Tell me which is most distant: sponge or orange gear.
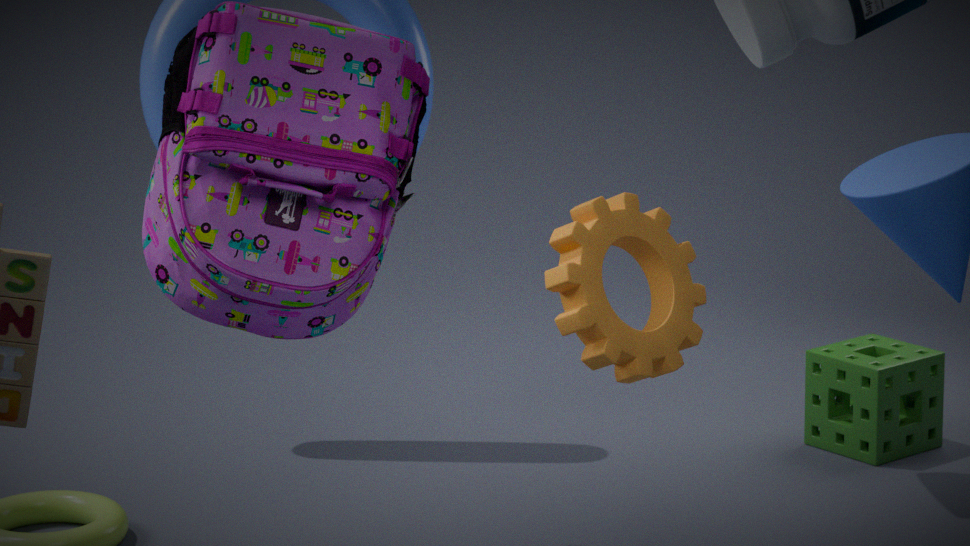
sponge
